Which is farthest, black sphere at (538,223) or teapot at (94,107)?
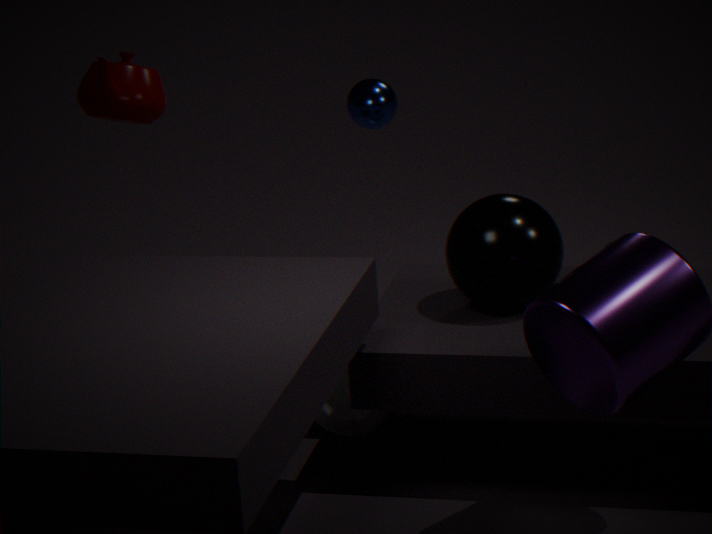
teapot at (94,107)
